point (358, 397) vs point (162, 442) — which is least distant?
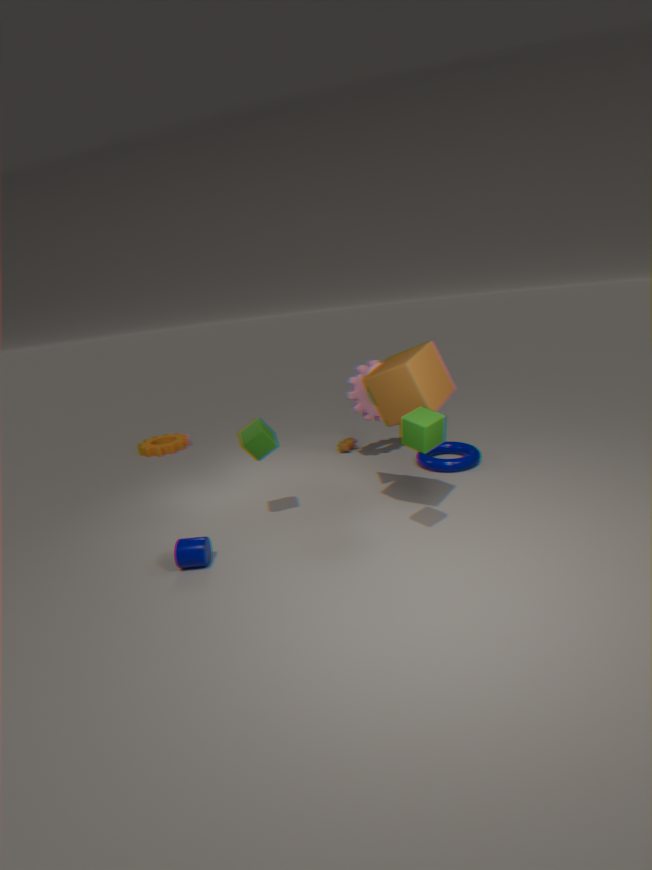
point (358, 397)
